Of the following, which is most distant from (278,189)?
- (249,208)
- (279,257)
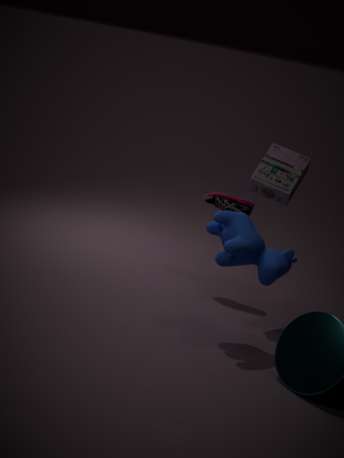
(279,257)
